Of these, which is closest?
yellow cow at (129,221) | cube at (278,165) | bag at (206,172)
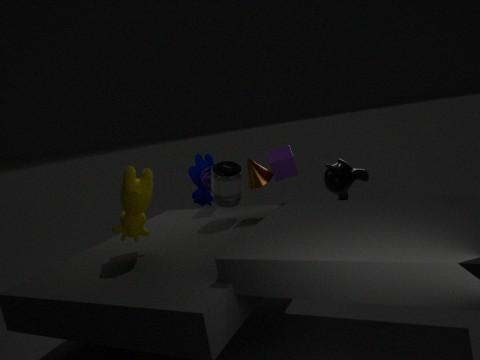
yellow cow at (129,221)
